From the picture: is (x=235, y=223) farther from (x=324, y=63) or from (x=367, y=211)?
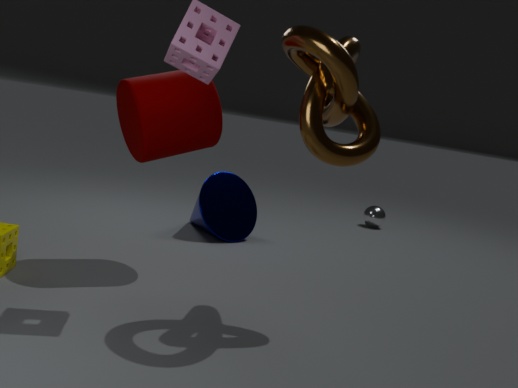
(x=367, y=211)
